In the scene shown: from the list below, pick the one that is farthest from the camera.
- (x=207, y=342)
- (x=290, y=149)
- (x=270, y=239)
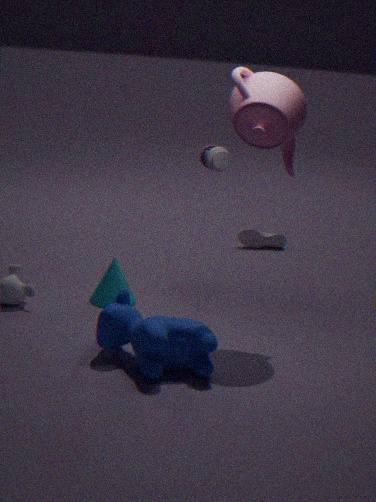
(x=270, y=239)
